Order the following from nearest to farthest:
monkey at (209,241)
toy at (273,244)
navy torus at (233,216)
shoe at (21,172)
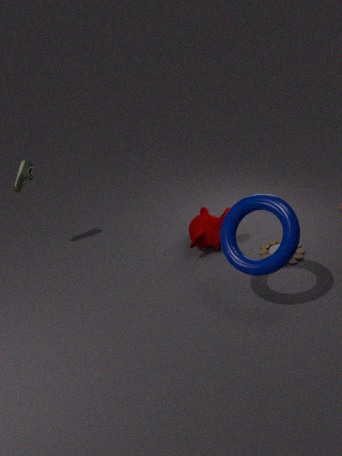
navy torus at (233,216) < shoe at (21,172) < toy at (273,244) < monkey at (209,241)
